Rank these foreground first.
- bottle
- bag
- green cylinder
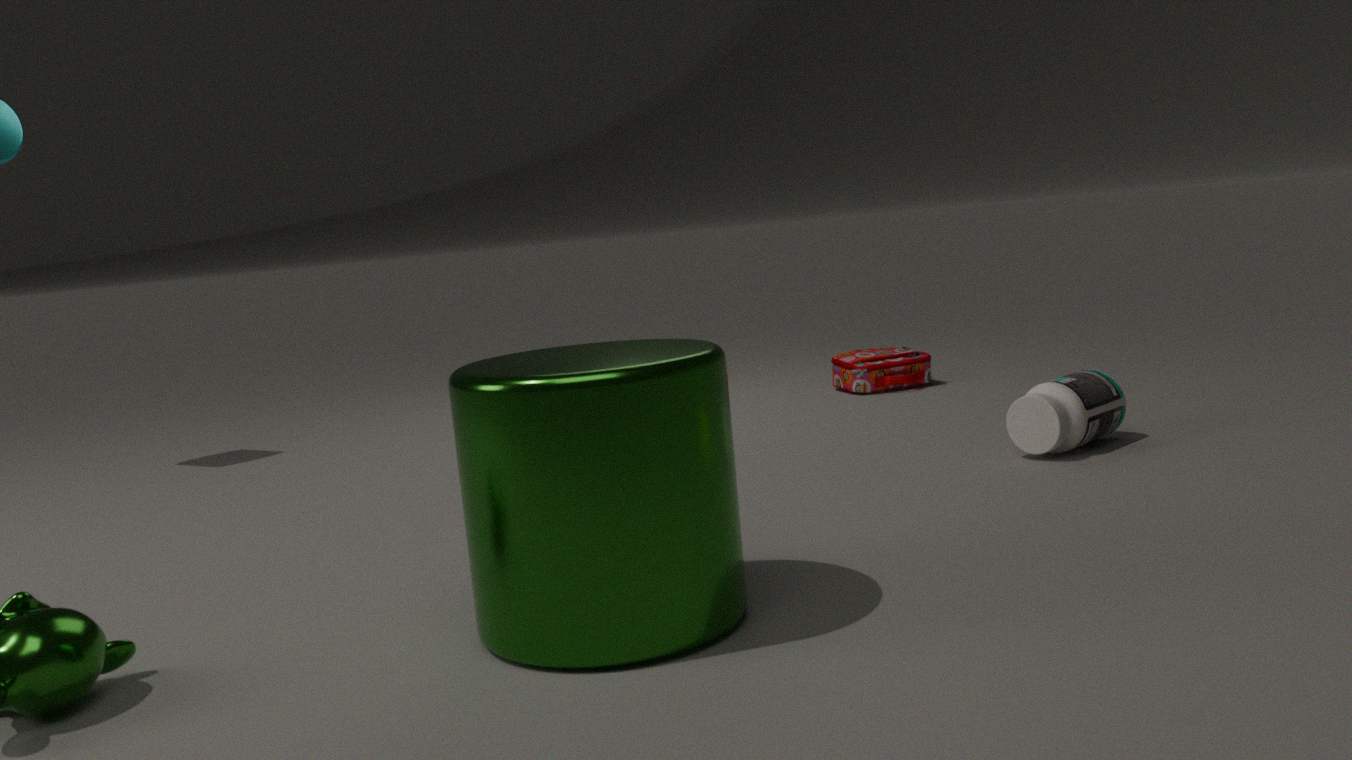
green cylinder
bottle
bag
